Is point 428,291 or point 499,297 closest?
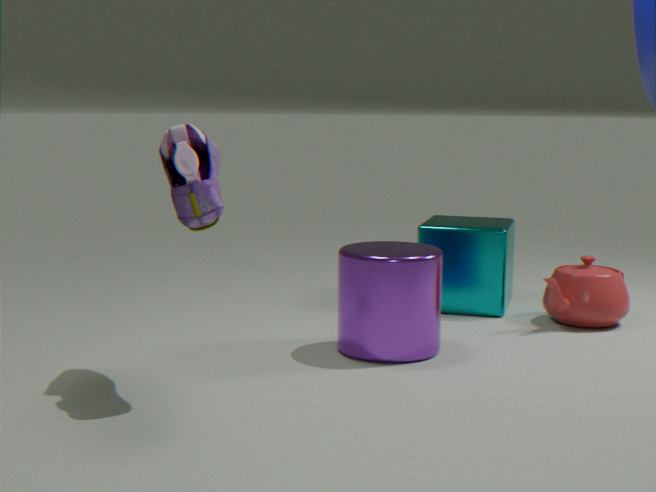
point 428,291
